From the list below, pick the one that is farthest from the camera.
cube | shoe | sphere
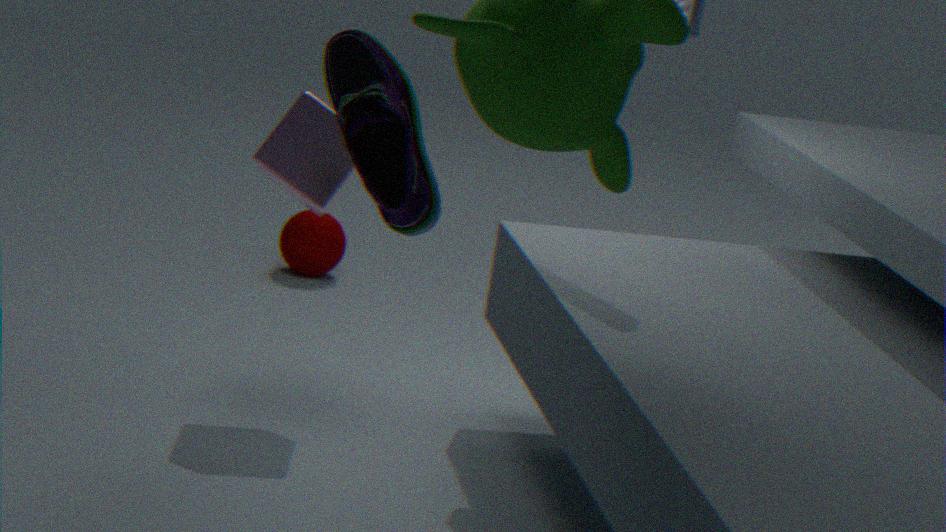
sphere
